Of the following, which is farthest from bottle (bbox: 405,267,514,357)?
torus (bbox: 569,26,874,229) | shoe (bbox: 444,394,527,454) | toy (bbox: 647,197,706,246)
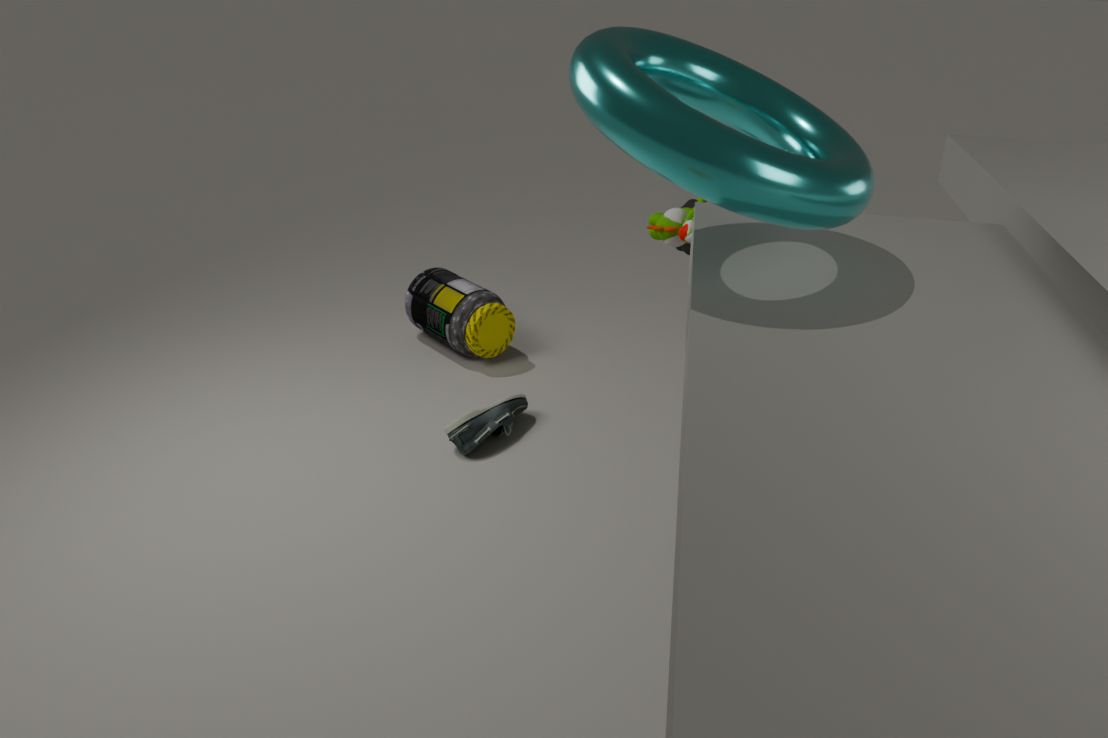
torus (bbox: 569,26,874,229)
